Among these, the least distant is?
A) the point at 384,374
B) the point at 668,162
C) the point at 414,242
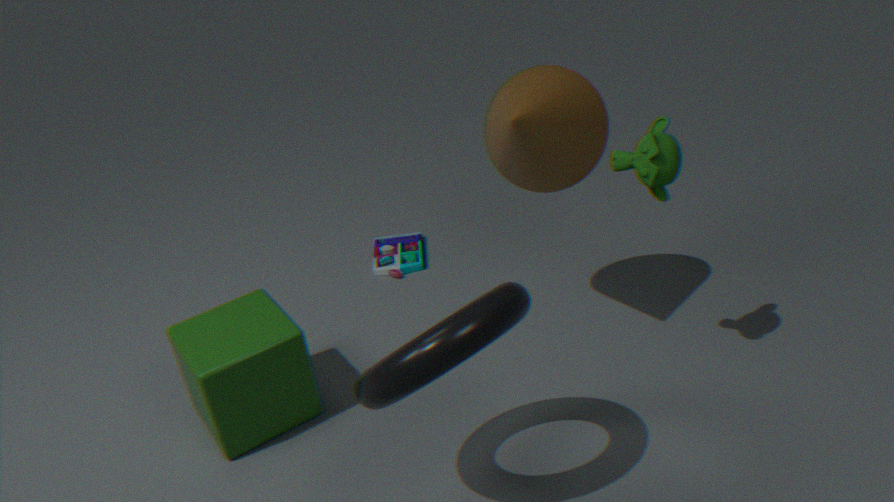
the point at 384,374
